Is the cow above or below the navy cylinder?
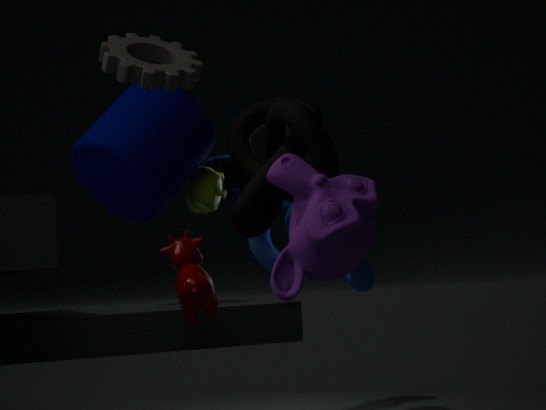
below
